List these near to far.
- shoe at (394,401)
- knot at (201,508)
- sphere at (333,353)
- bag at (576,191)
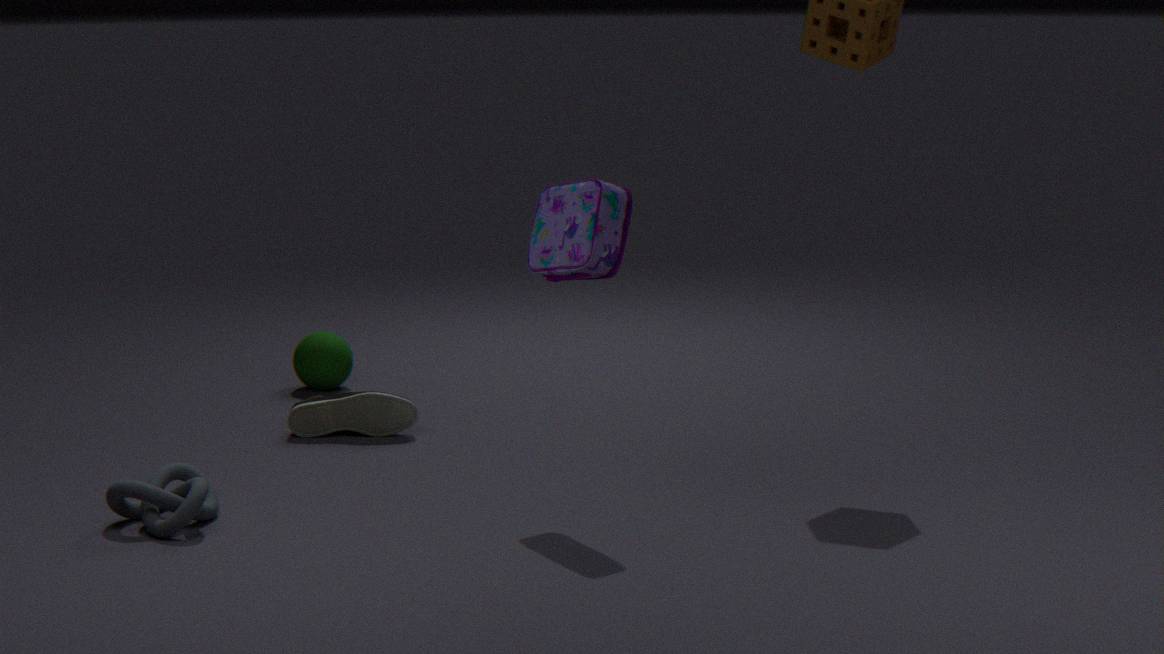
bag at (576,191)
knot at (201,508)
shoe at (394,401)
sphere at (333,353)
